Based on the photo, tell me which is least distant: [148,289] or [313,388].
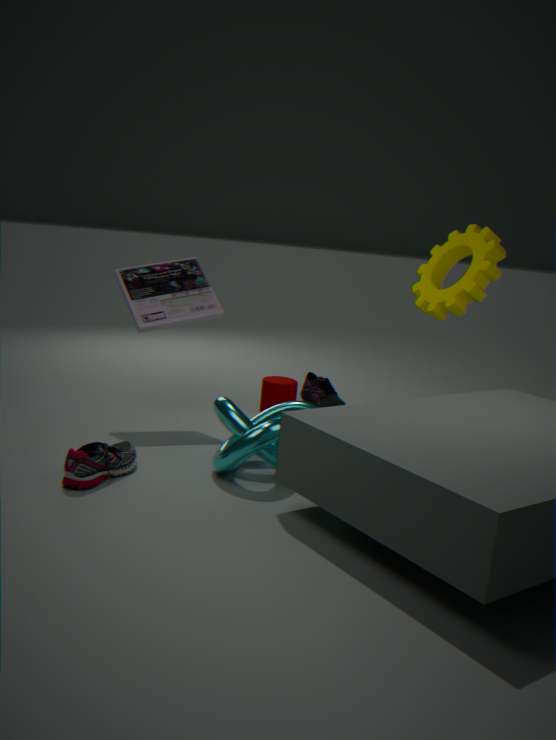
[148,289]
